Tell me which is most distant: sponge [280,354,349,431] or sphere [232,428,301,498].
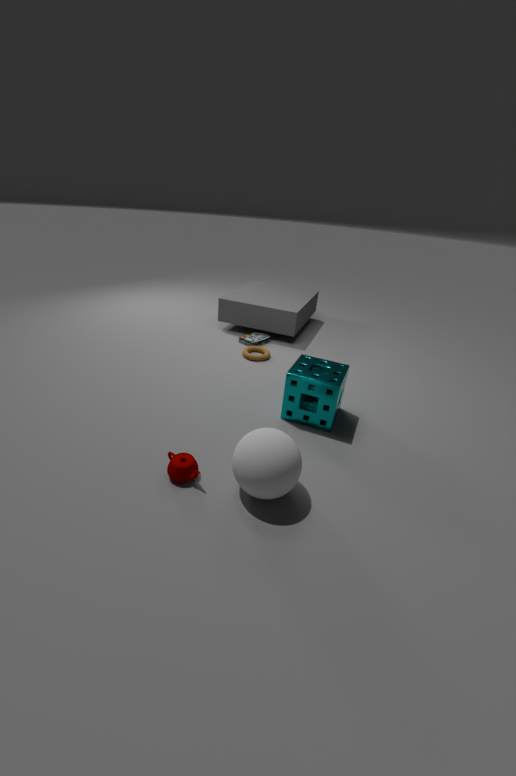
sponge [280,354,349,431]
